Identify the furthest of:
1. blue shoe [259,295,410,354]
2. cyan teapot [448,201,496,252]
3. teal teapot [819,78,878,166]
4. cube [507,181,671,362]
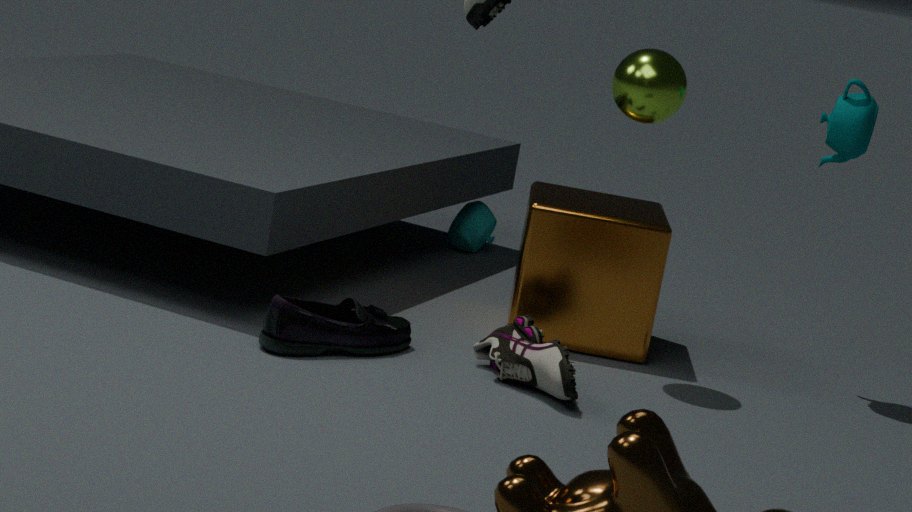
cyan teapot [448,201,496,252]
